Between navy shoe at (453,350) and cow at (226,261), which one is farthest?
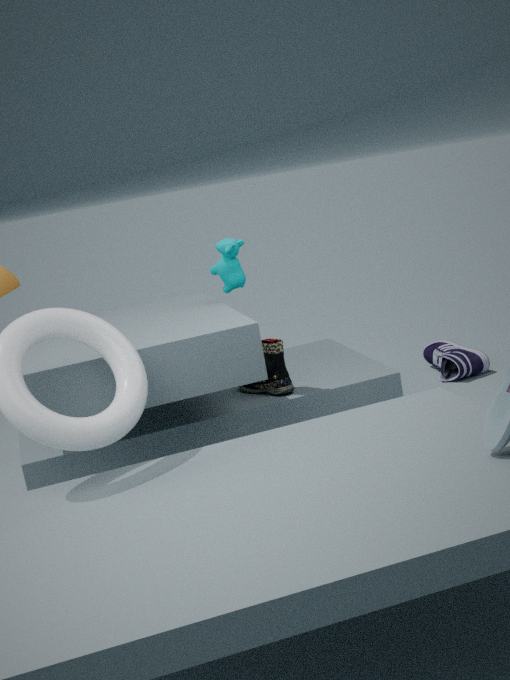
navy shoe at (453,350)
